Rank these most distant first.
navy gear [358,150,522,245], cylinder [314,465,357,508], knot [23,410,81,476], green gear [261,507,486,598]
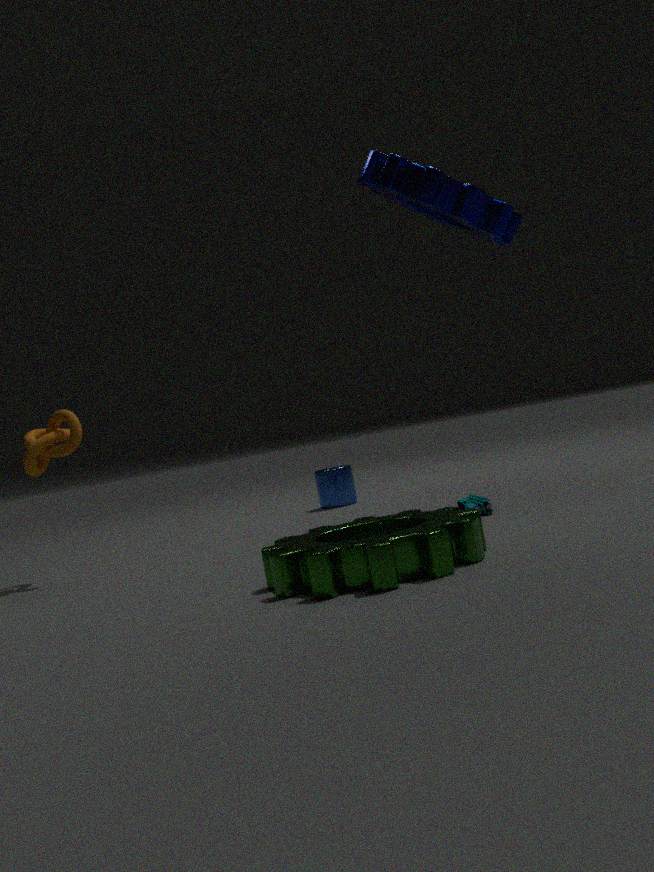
cylinder [314,465,357,508] → knot [23,410,81,476] → navy gear [358,150,522,245] → green gear [261,507,486,598]
